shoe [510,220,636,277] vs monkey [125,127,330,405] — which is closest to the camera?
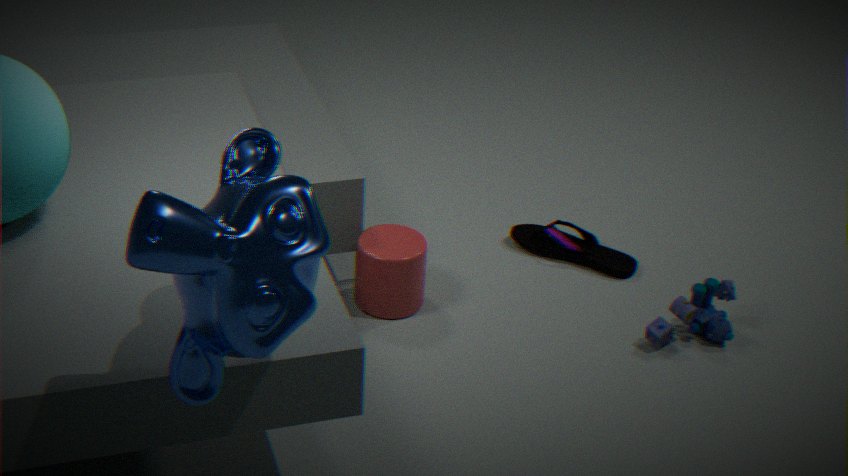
monkey [125,127,330,405]
